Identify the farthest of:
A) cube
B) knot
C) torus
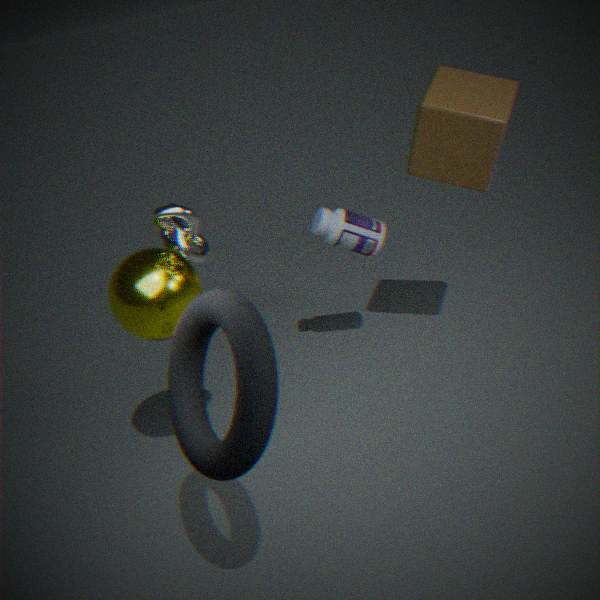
cube
